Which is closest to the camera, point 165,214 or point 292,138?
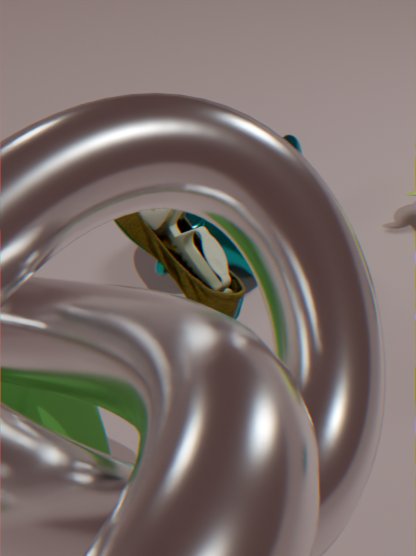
point 165,214
